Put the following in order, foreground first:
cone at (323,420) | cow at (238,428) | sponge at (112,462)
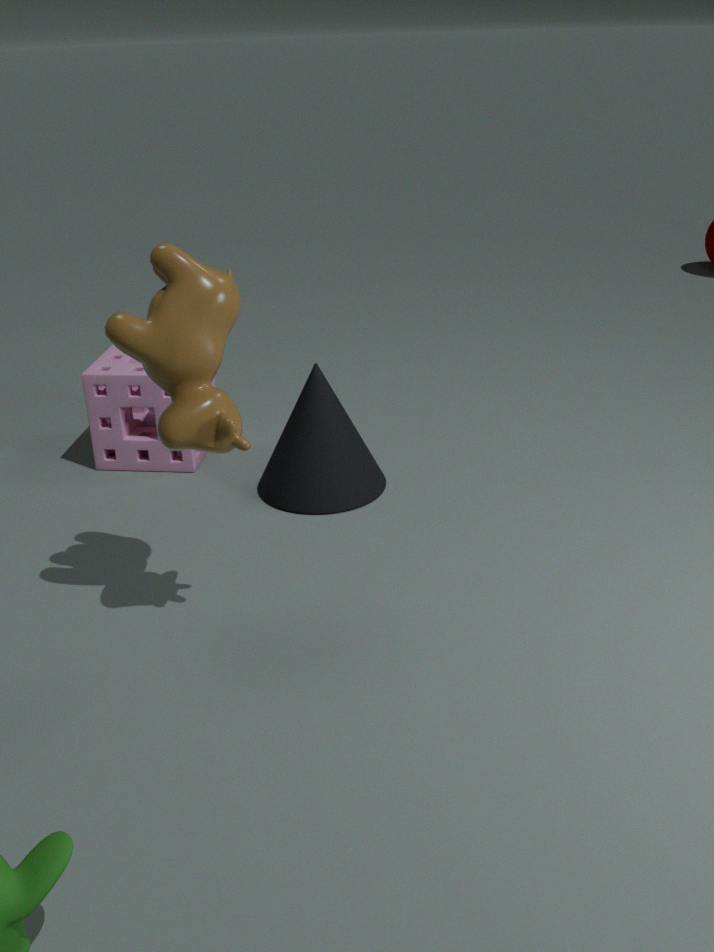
cow at (238,428) → cone at (323,420) → sponge at (112,462)
